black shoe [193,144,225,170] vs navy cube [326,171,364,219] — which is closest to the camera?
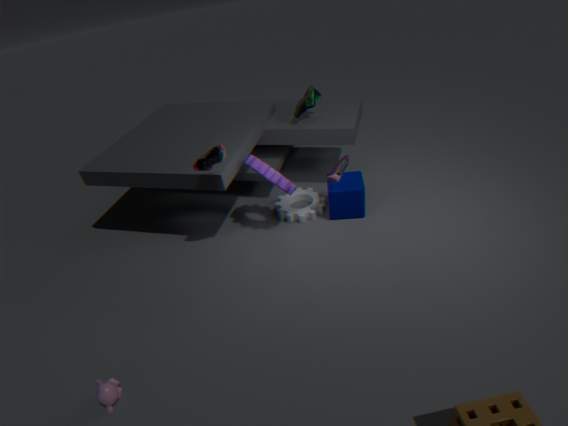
black shoe [193,144,225,170]
